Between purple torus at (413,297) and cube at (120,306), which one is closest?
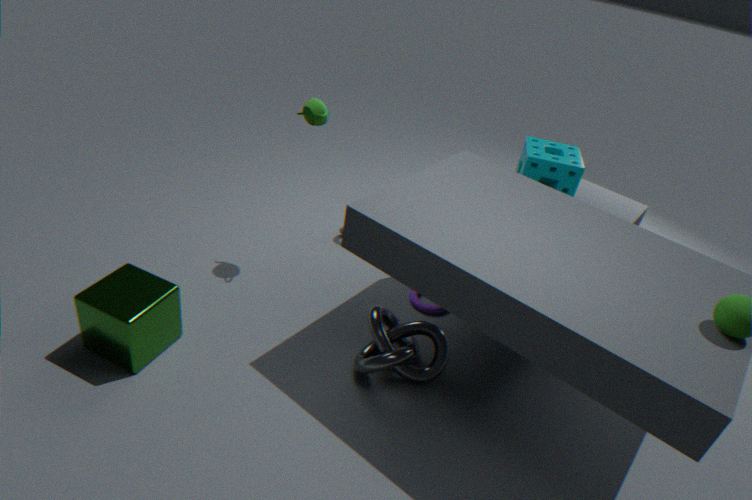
cube at (120,306)
